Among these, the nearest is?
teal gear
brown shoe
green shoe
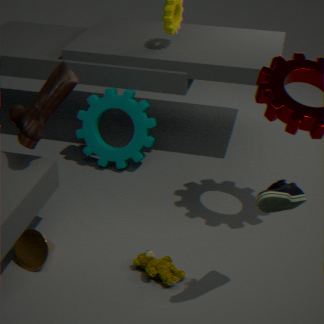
green shoe
